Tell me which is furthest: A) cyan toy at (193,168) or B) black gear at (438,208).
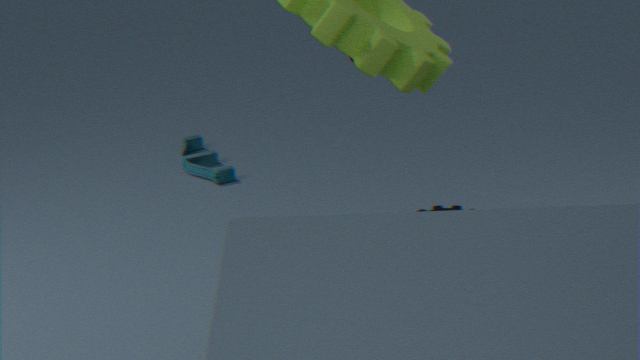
A. cyan toy at (193,168)
